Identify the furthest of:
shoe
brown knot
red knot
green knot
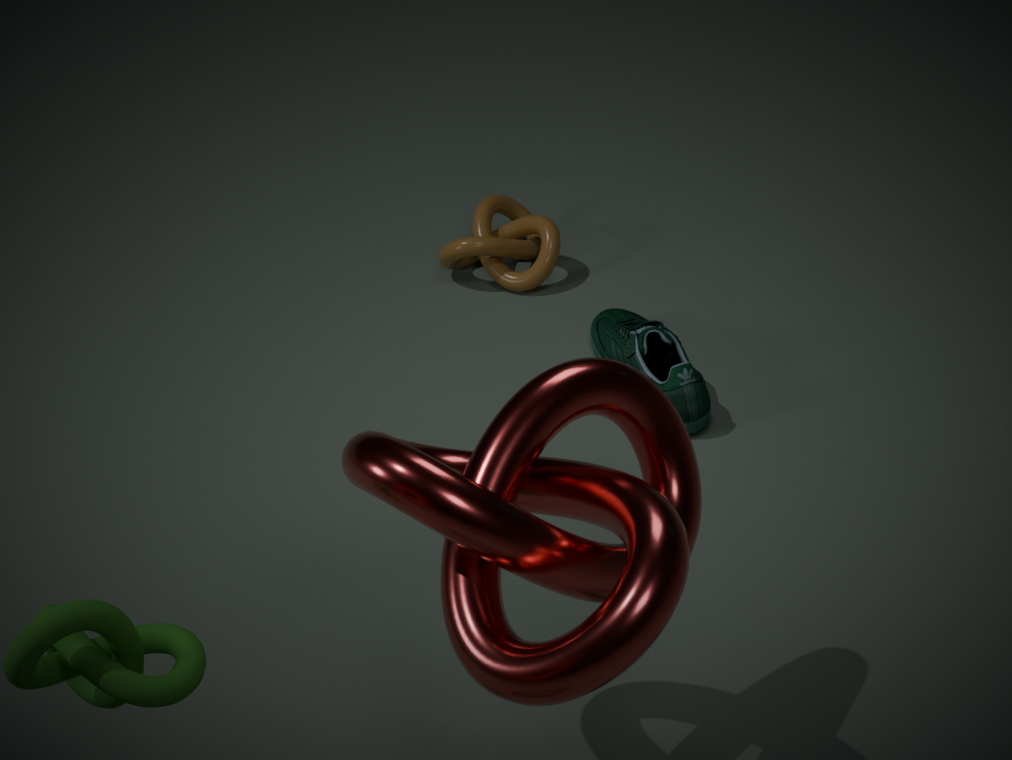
brown knot
